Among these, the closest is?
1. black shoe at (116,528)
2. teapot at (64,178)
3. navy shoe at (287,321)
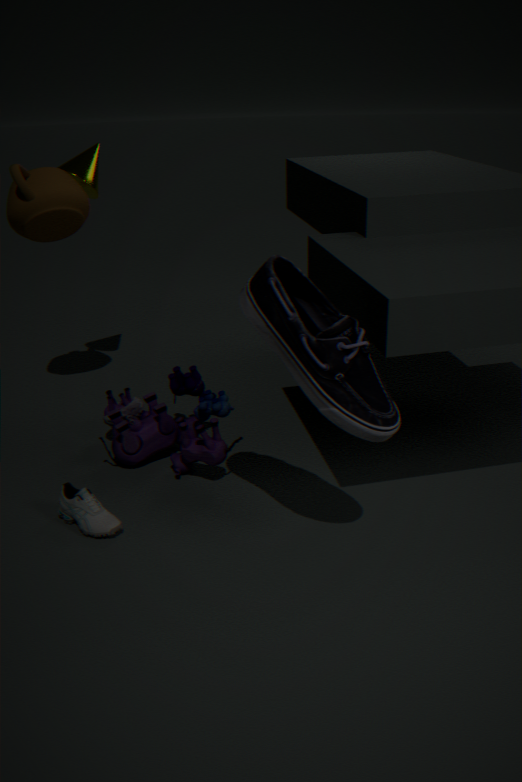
navy shoe at (287,321)
